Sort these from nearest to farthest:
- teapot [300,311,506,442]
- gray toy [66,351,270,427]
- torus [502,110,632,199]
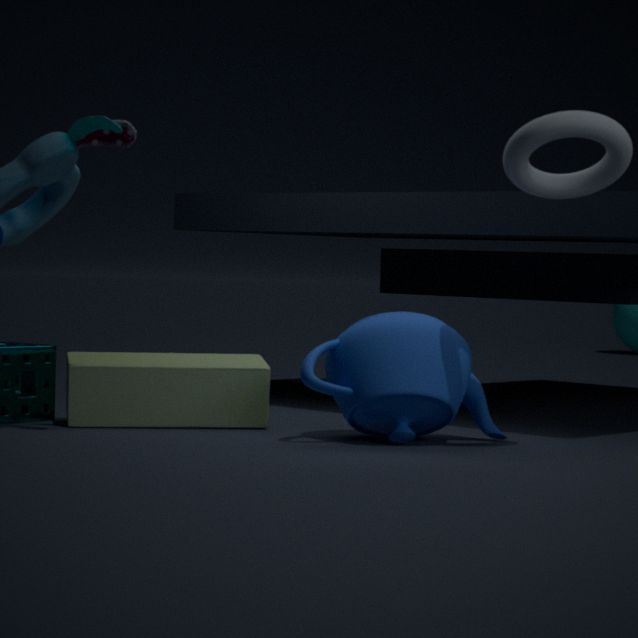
1. torus [502,110,632,199]
2. teapot [300,311,506,442]
3. gray toy [66,351,270,427]
